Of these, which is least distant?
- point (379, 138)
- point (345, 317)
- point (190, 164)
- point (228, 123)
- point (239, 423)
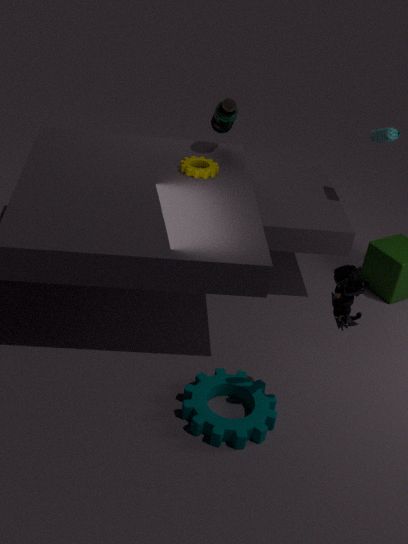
point (345, 317)
